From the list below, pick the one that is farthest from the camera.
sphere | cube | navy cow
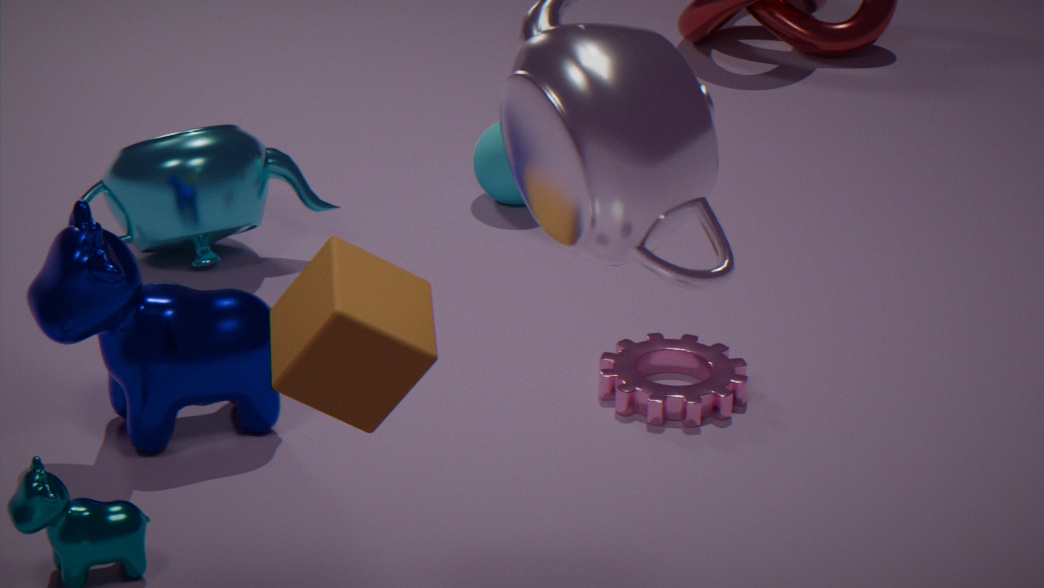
sphere
